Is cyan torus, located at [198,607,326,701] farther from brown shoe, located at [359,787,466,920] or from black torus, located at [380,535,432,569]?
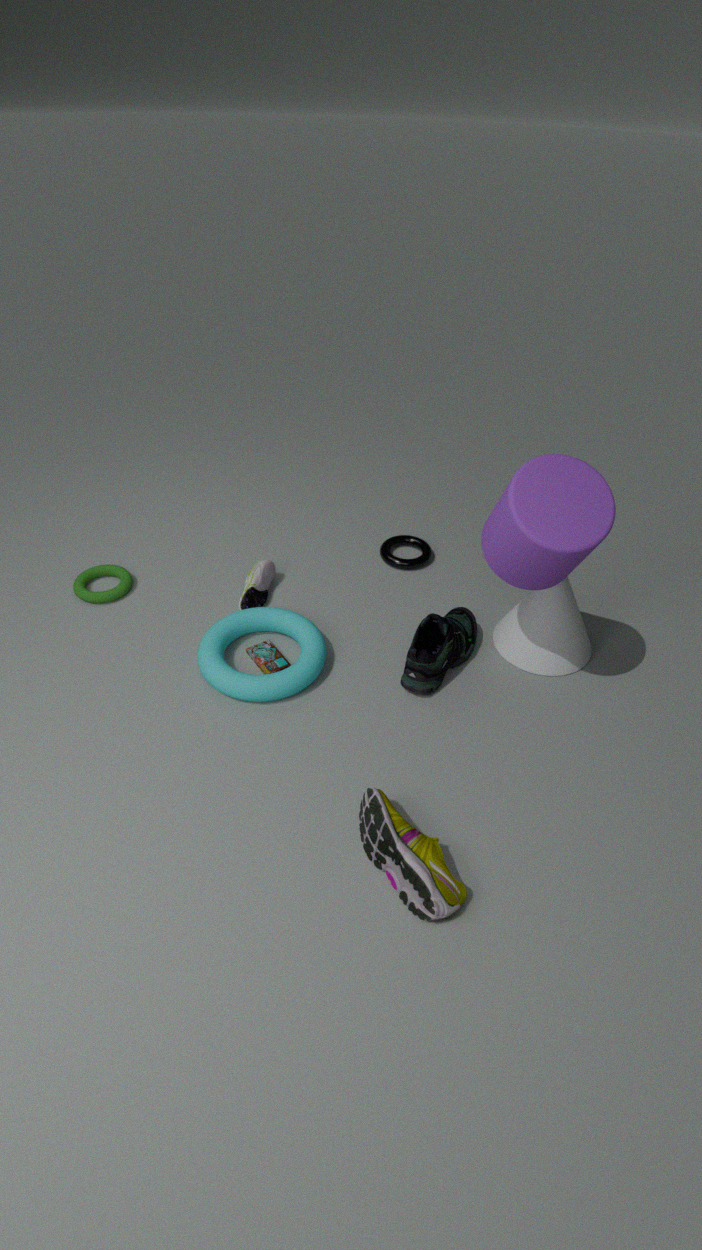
black torus, located at [380,535,432,569]
